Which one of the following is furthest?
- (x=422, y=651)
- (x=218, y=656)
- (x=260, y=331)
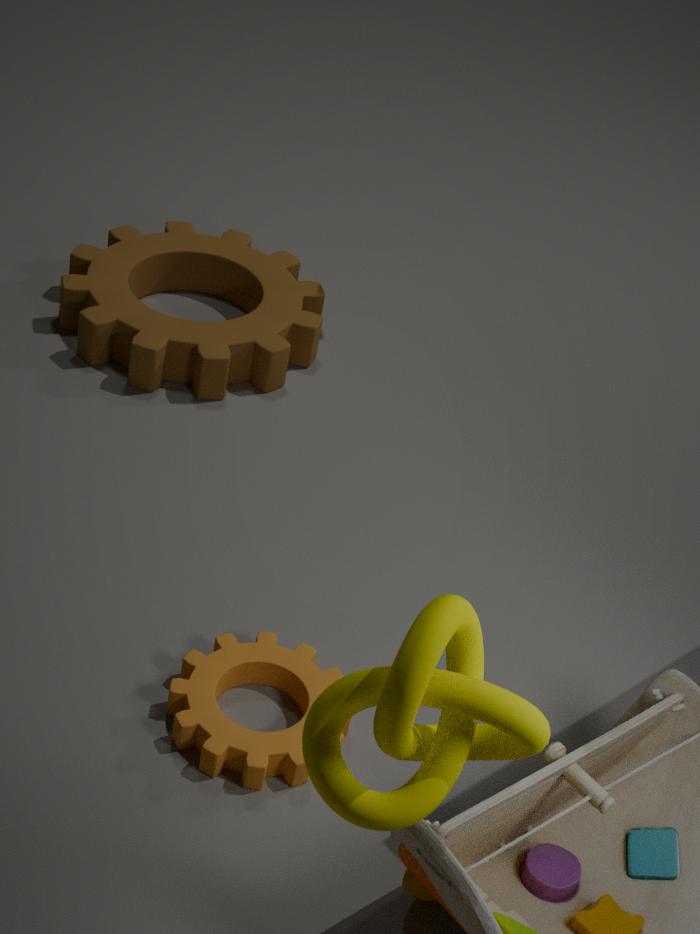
(x=260, y=331)
